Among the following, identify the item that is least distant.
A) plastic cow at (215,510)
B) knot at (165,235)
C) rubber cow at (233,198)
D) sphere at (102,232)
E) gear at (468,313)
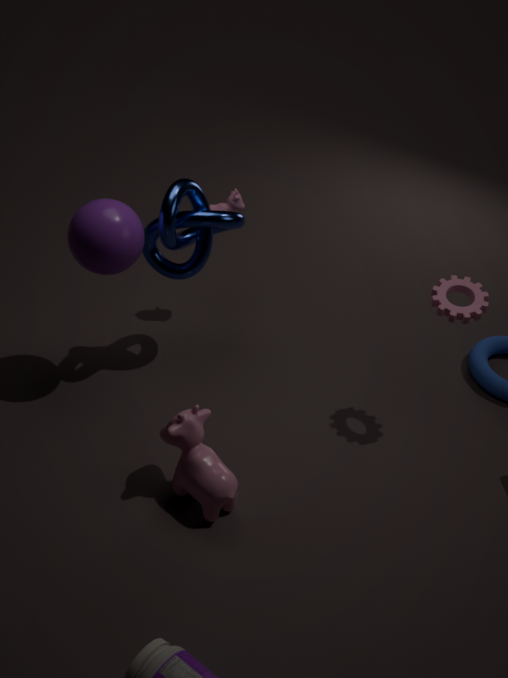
plastic cow at (215,510)
